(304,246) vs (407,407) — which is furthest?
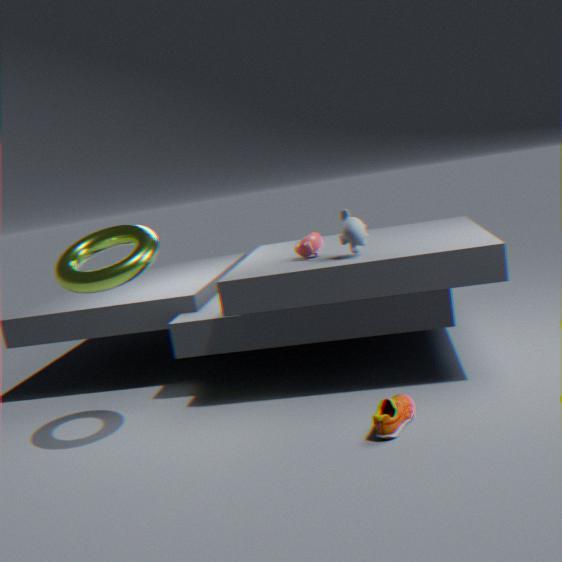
(304,246)
